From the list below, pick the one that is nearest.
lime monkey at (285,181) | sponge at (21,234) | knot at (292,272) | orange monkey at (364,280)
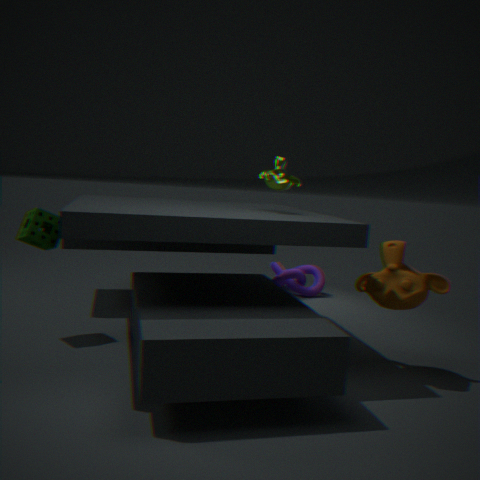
orange monkey at (364,280)
